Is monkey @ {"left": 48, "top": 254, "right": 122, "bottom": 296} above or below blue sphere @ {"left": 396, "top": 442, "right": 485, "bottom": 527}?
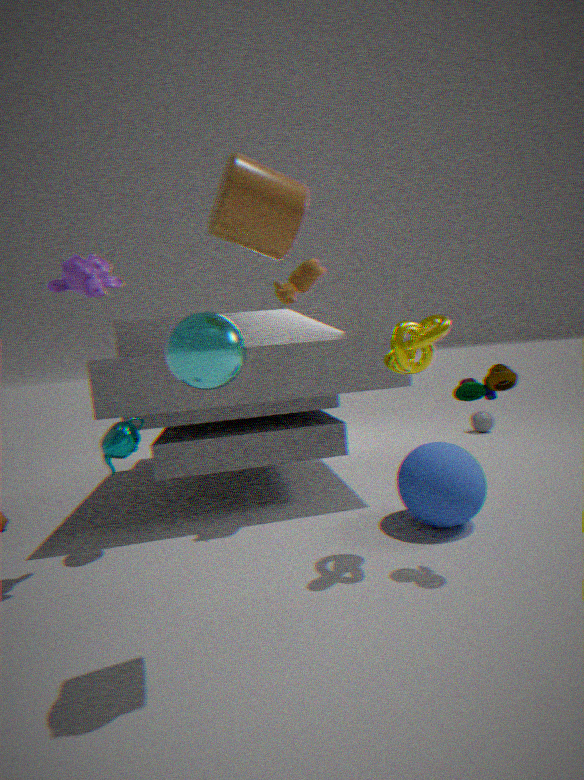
Answer: above
